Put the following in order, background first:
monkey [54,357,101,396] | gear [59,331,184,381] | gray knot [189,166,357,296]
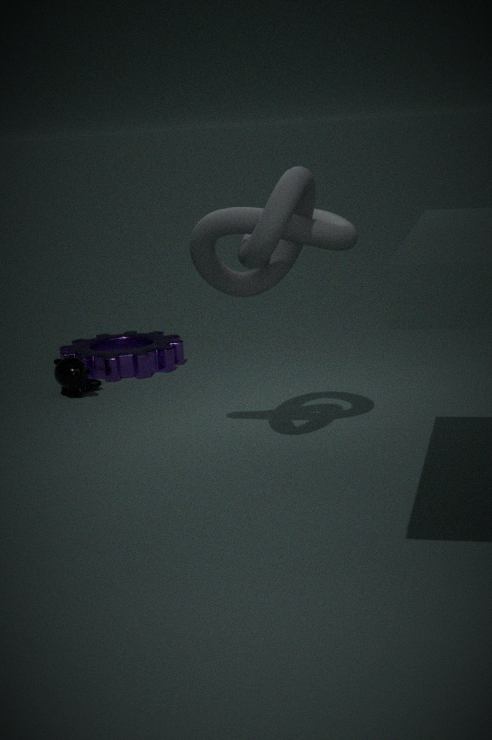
gear [59,331,184,381] → monkey [54,357,101,396] → gray knot [189,166,357,296]
